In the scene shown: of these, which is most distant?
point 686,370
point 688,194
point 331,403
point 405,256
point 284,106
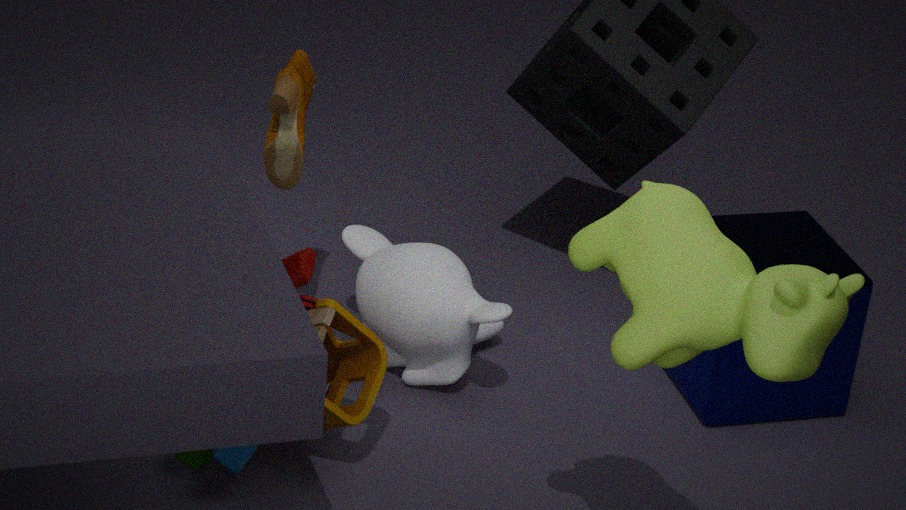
point 686,370
